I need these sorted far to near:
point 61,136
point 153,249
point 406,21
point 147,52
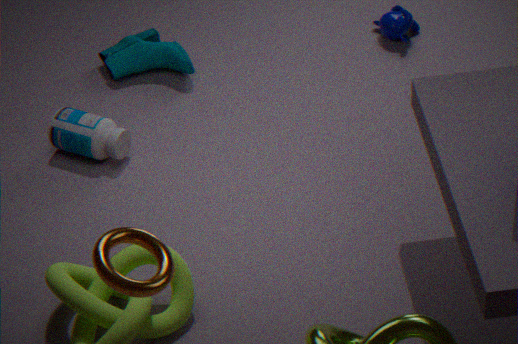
point 406,21 < point 147,52 < point 61,136 < point 153,249
